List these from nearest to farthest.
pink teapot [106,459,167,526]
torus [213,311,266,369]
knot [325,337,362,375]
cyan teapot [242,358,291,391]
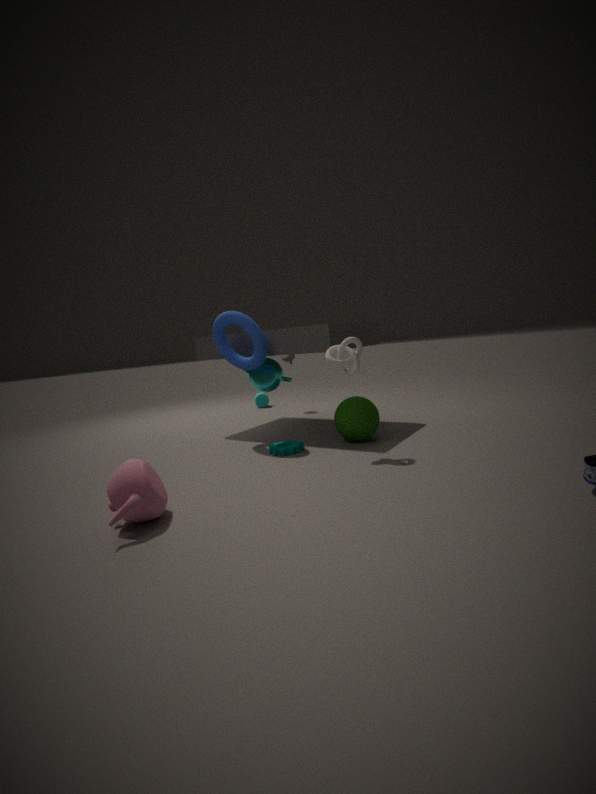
1. pink teapot [106,459,167,526]
2. knot [325,337,362,375]
3. torus [213,311,266,369]
4. cyan teapot [242,358,291,391]
